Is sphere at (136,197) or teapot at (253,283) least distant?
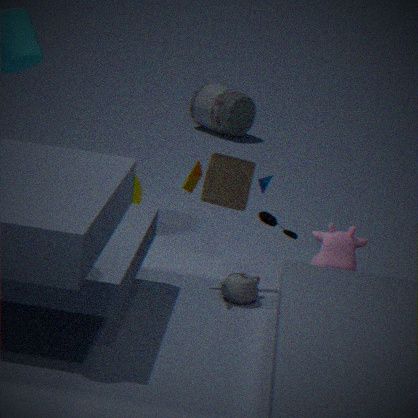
teapot at (253,283)
